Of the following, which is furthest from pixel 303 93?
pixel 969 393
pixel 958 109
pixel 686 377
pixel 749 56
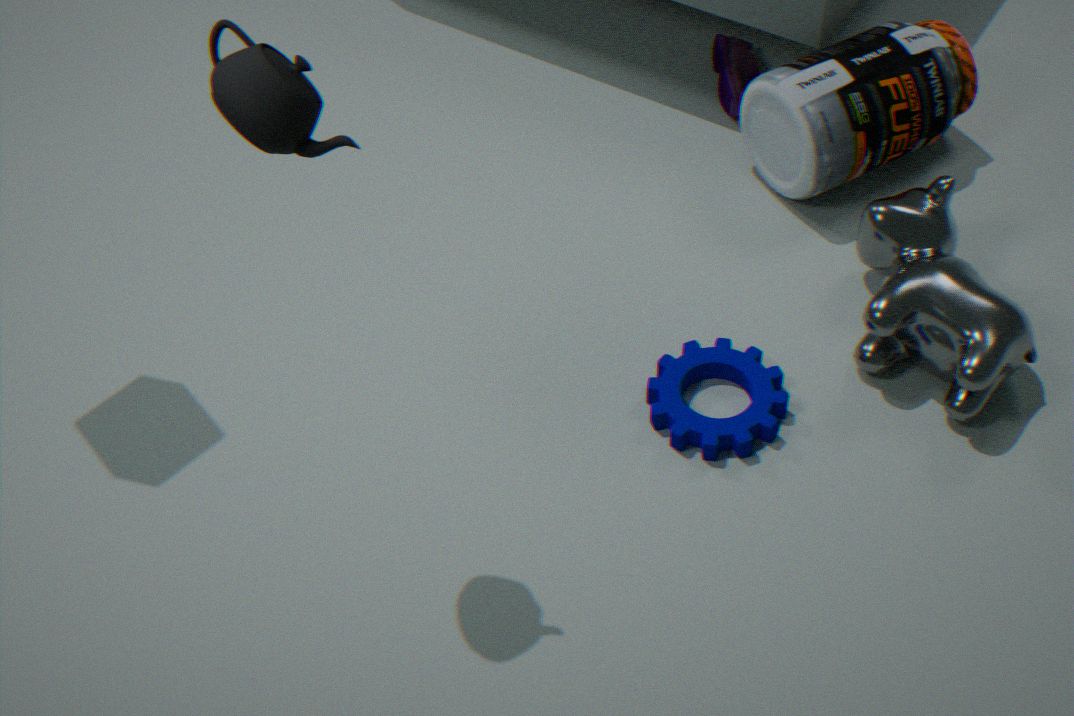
pixel 749 56
